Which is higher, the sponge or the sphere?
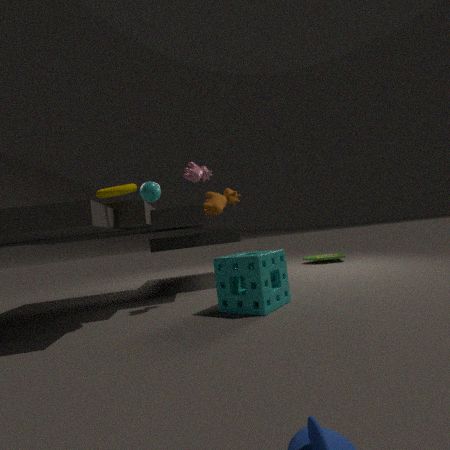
the sphere
